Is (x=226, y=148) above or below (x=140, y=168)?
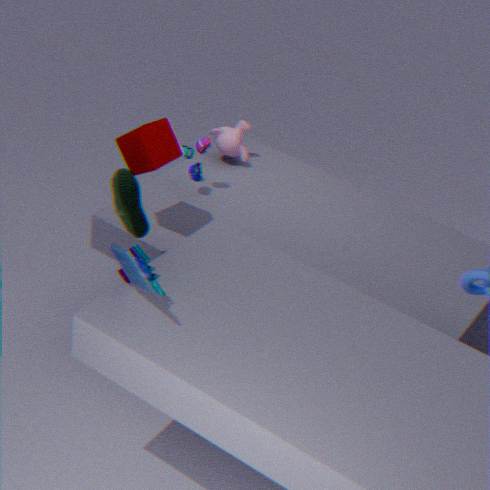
below
